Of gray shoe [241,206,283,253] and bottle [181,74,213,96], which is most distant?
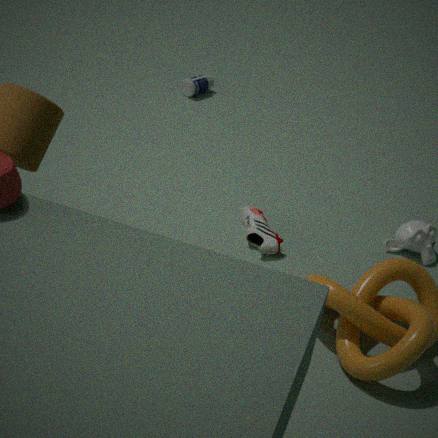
bottle [181,74,213,96]
